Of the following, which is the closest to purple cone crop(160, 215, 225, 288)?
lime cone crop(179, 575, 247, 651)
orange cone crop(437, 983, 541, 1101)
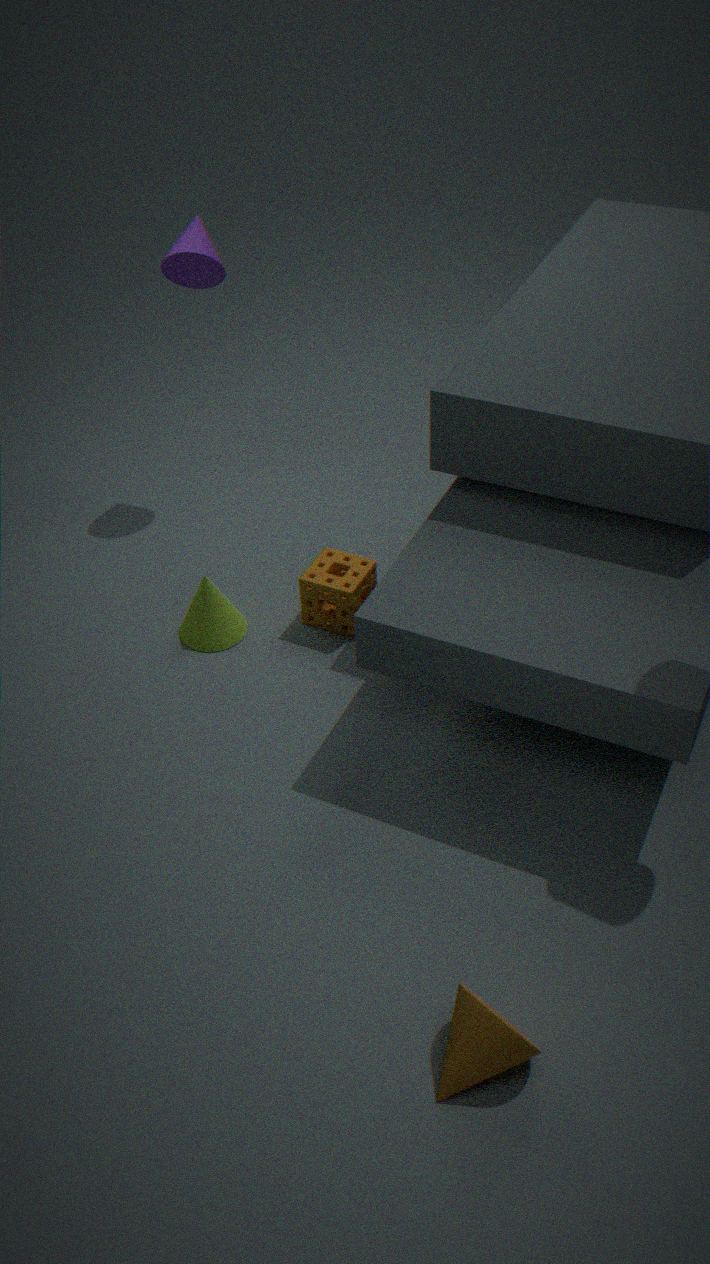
lime cone crop(179, 575, 247, 651)
